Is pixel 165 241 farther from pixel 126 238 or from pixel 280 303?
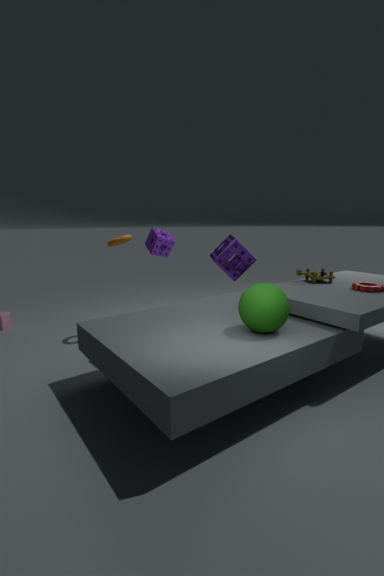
pixel 280 303
